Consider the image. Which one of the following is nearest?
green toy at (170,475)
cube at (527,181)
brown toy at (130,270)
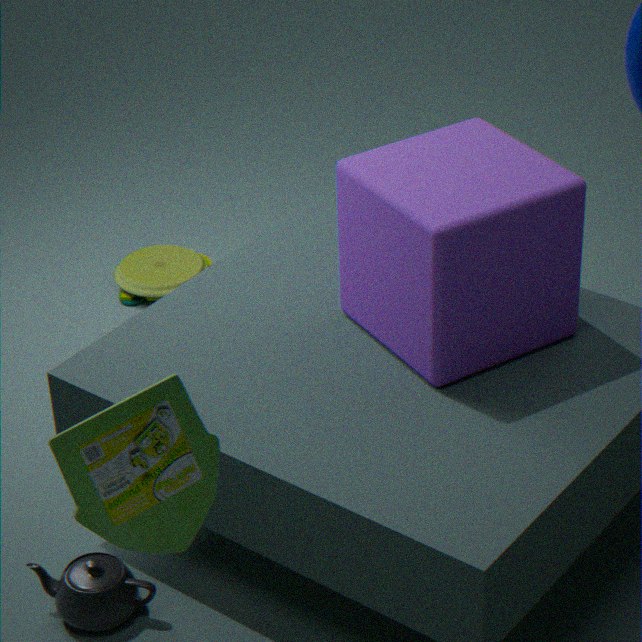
green toy at (170,475)
